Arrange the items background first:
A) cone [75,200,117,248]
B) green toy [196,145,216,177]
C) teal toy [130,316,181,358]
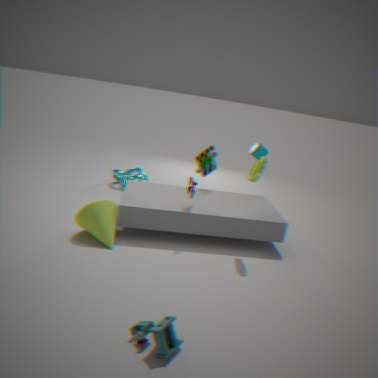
green toy [196,145,216,177]
cone [75,200,117,248]
teal toy [130,316,181,358]
